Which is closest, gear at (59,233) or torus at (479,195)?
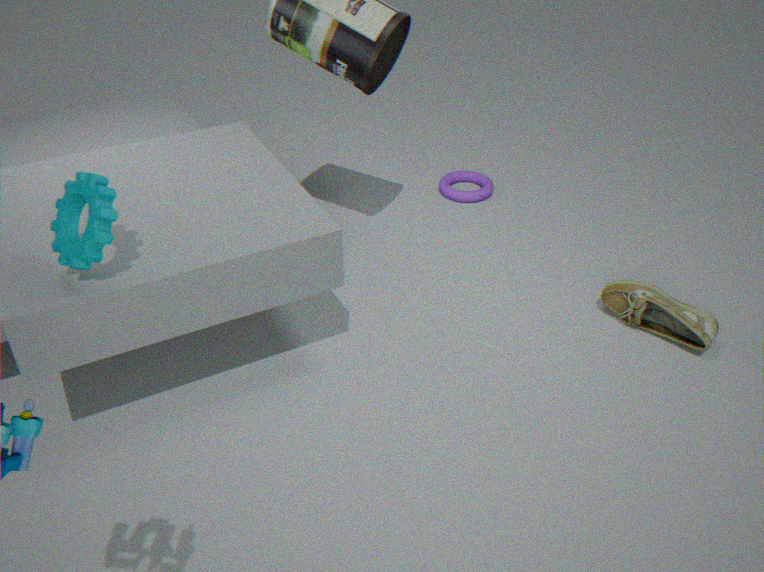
gear at (59,233)
